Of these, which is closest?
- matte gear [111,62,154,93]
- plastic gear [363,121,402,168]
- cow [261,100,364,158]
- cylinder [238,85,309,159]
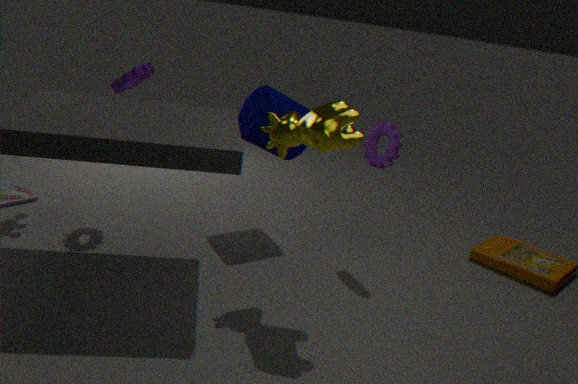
A: cow [261,100,364,158]
